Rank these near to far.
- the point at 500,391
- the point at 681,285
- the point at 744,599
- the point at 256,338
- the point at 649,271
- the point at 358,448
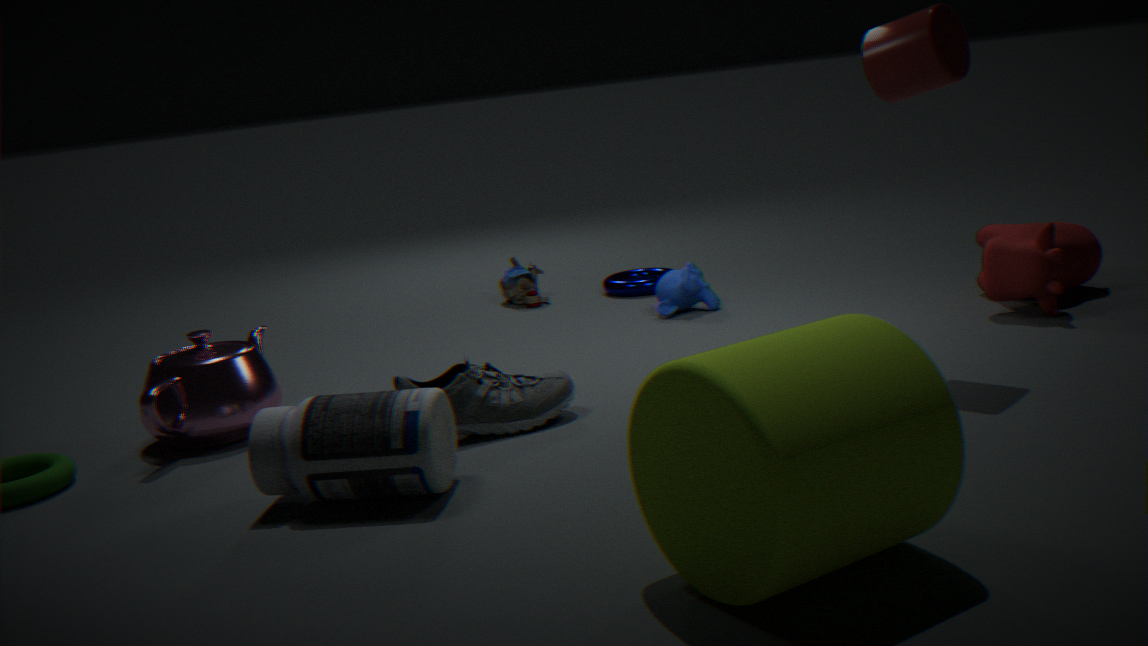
the point at 744,599 < the point at 358,448 < the point at 500,391 < the point at 256,338 < the point at 681,285 < the point at 649,271
